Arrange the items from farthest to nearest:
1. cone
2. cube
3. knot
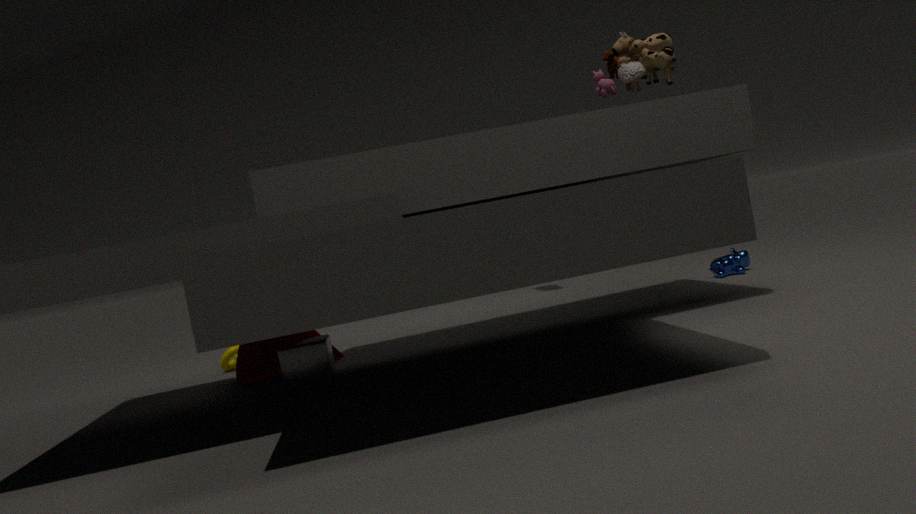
knot → cone → cube
